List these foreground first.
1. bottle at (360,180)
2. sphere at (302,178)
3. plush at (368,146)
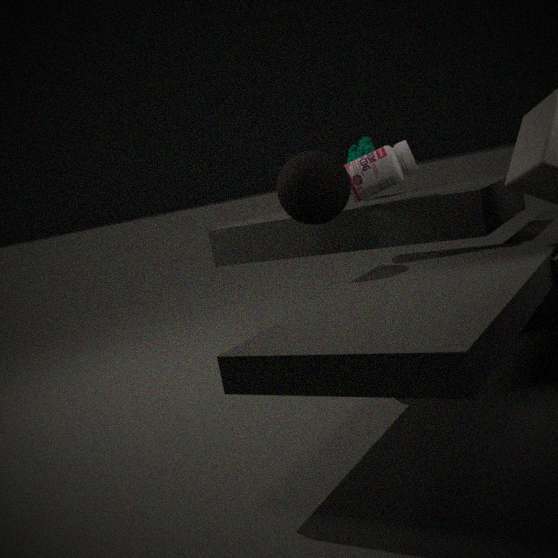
sphere at (302,178)
bottle at (360,180)
plush at (368,146)
